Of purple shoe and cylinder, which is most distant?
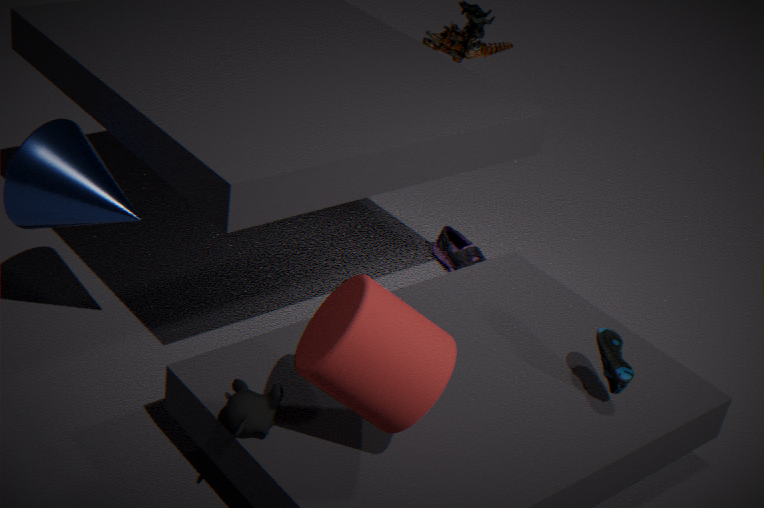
purple shoe
